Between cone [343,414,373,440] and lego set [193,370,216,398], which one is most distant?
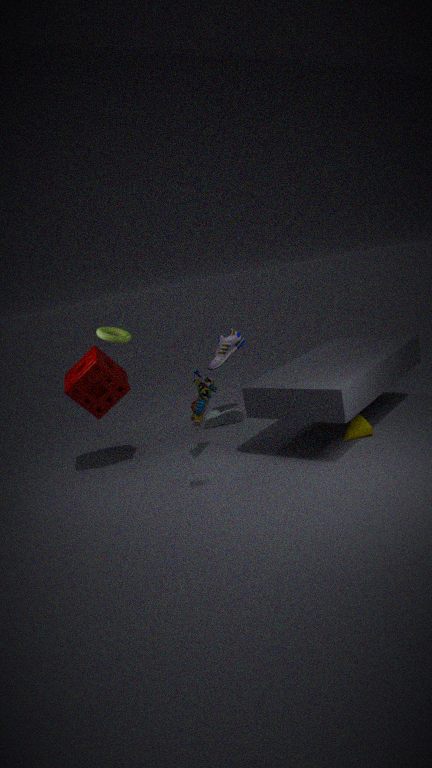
cone [343,414,373,440]
